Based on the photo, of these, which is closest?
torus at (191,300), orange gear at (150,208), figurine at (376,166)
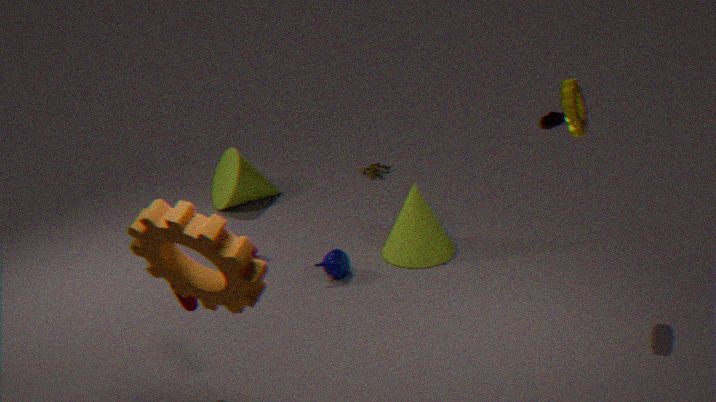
orange gear at (150,208)
